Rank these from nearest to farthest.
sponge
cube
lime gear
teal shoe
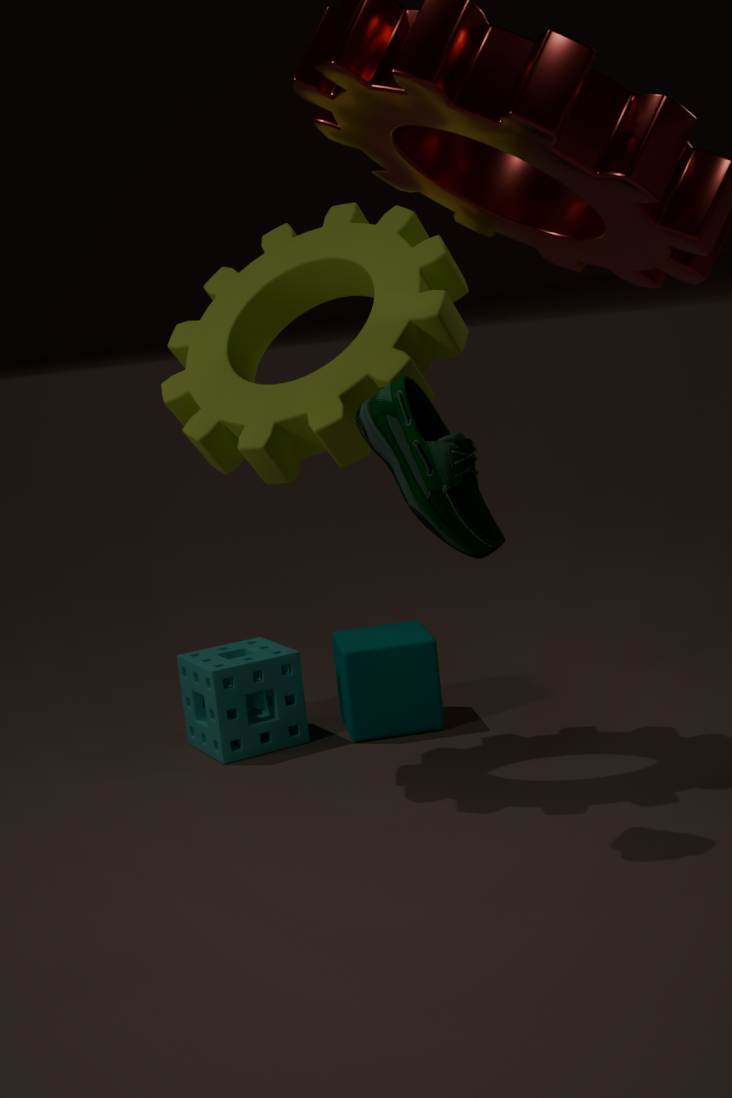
teal shoe
lime gear
sponge
cube
